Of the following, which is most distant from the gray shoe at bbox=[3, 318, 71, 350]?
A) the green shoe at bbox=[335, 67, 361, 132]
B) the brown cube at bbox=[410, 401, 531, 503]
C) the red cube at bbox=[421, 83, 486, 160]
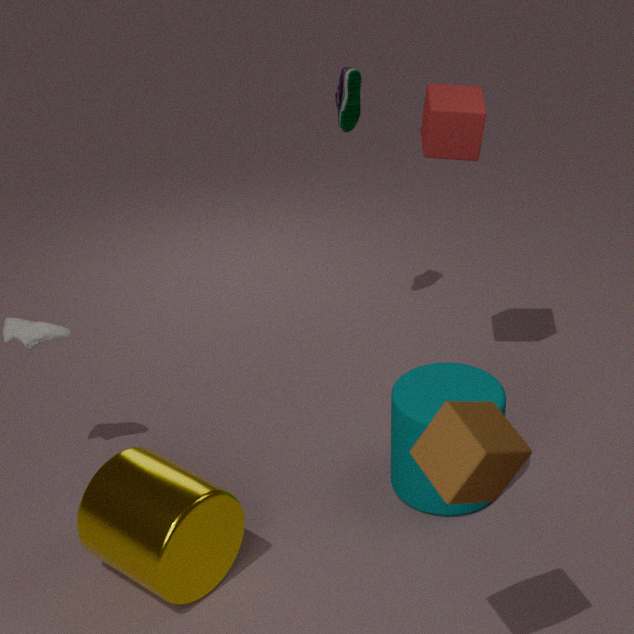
the brown cube at bbox=[410, 401, 531, 503]
